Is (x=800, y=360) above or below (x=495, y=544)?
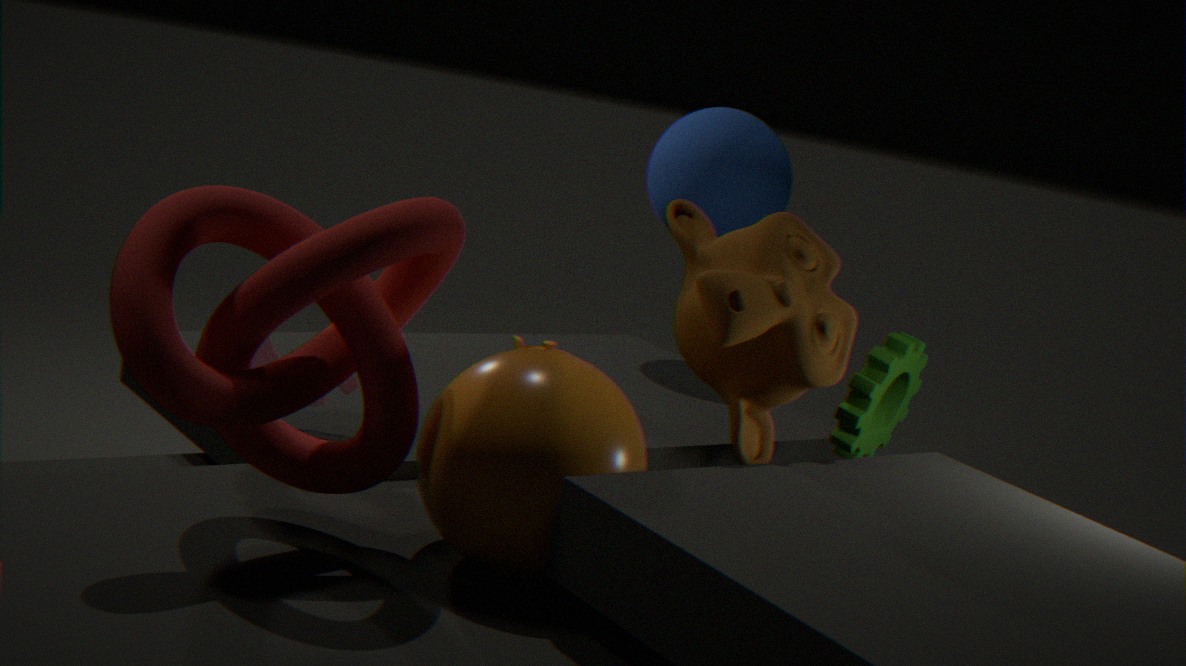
above
